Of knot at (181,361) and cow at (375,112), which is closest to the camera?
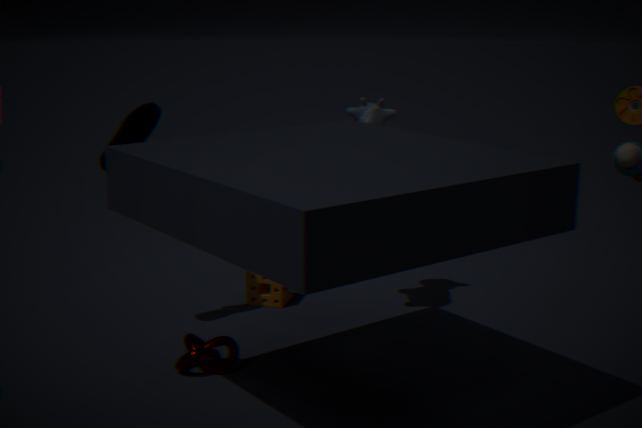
knot at (181,361)
